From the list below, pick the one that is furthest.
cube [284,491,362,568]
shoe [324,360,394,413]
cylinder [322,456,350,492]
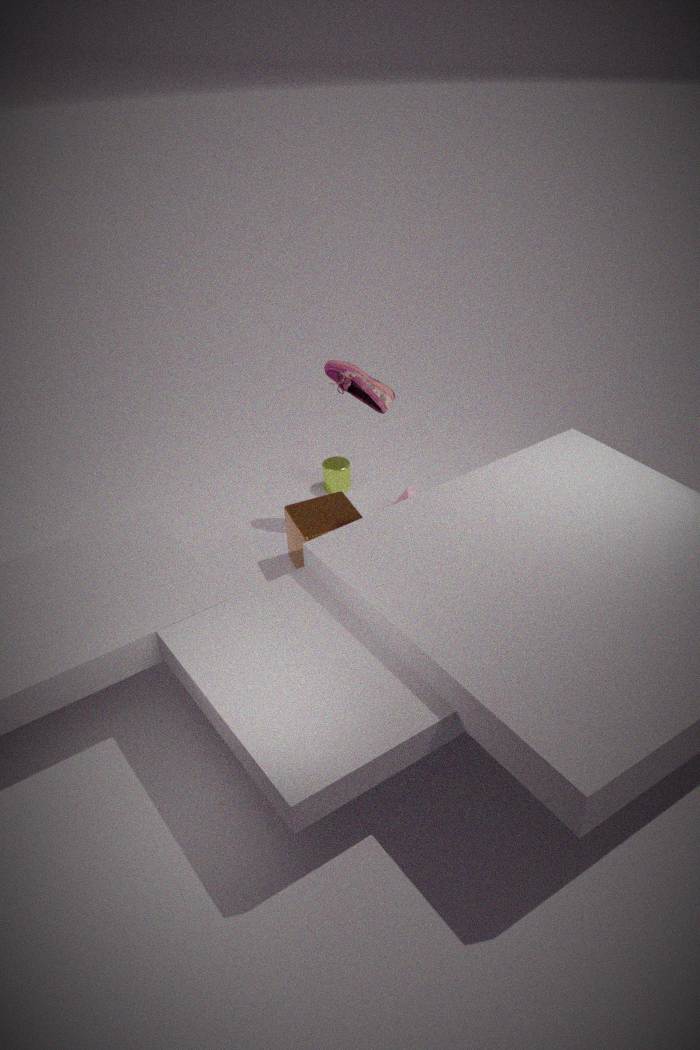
cylinder [322,456,350,492]
